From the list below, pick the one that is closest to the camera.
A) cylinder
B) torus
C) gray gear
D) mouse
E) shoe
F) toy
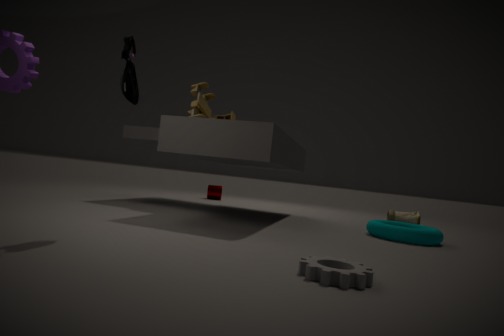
gray gear
